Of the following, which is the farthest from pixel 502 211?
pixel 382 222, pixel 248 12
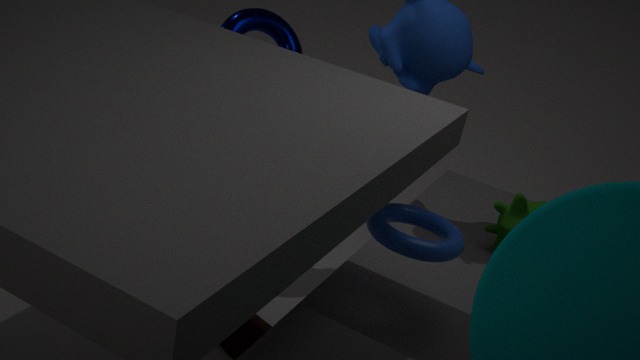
pixel 248 12
